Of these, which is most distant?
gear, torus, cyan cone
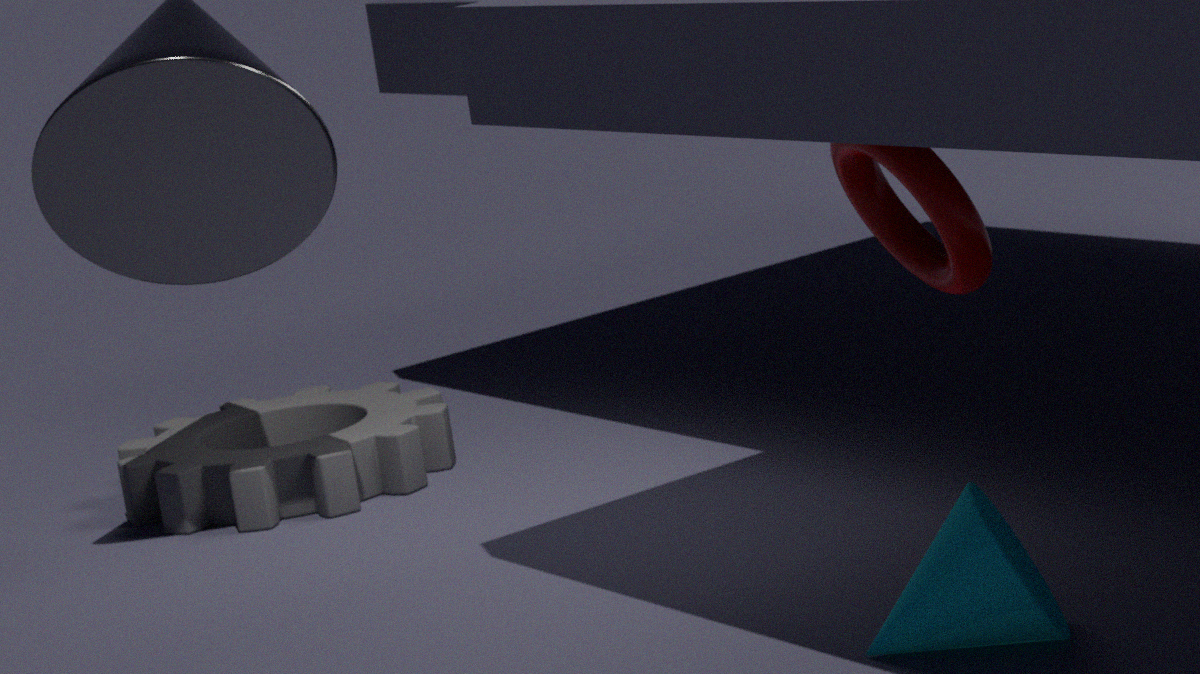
gear
